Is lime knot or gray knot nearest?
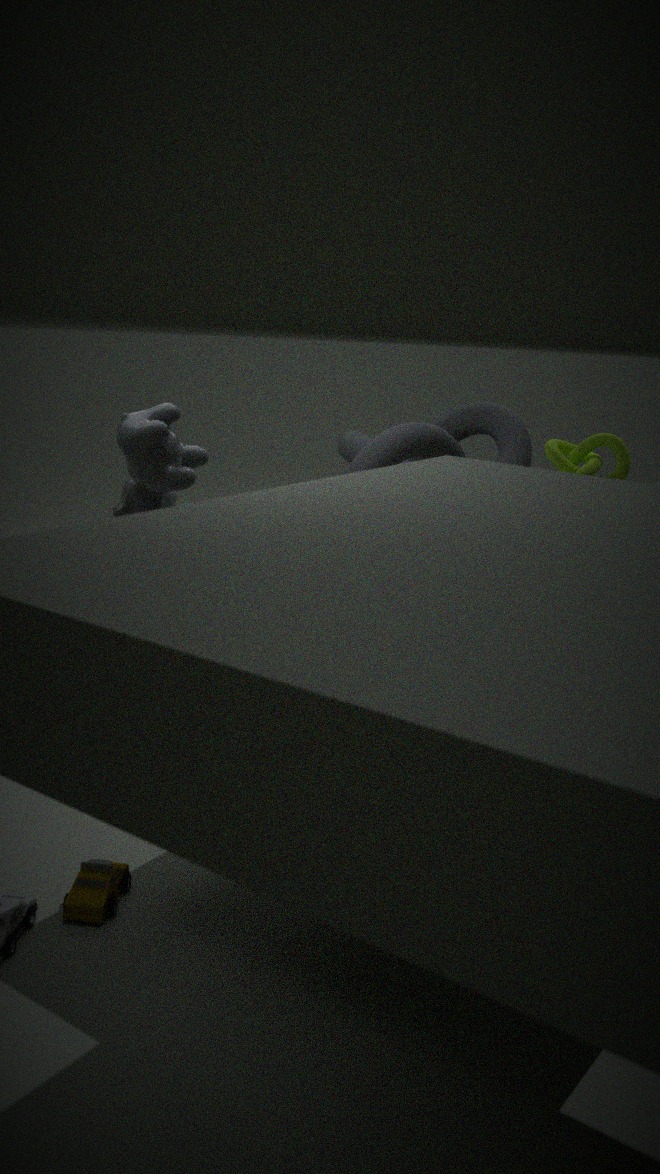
gray knot
